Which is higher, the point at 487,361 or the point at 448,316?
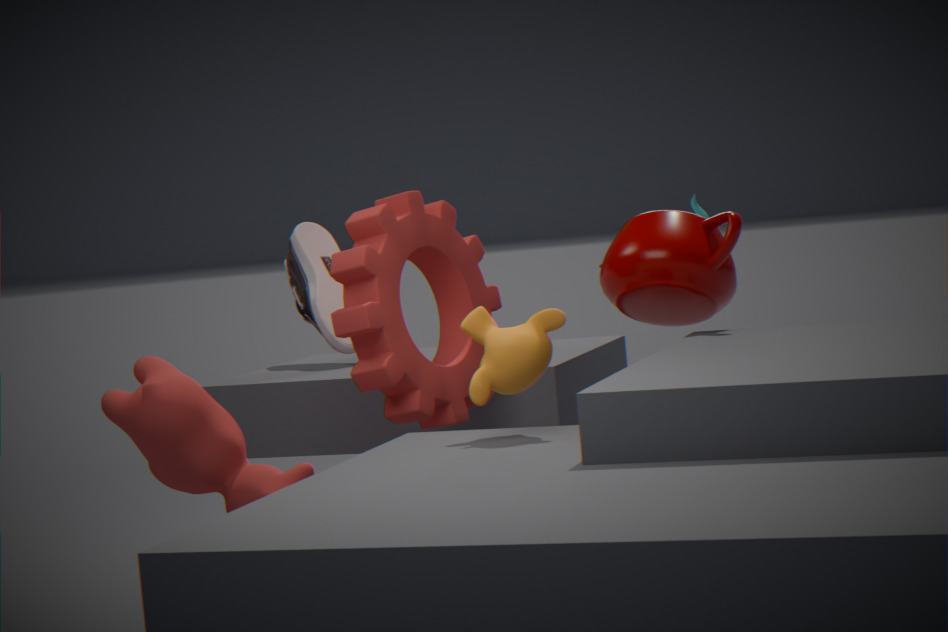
the point at 448,316
